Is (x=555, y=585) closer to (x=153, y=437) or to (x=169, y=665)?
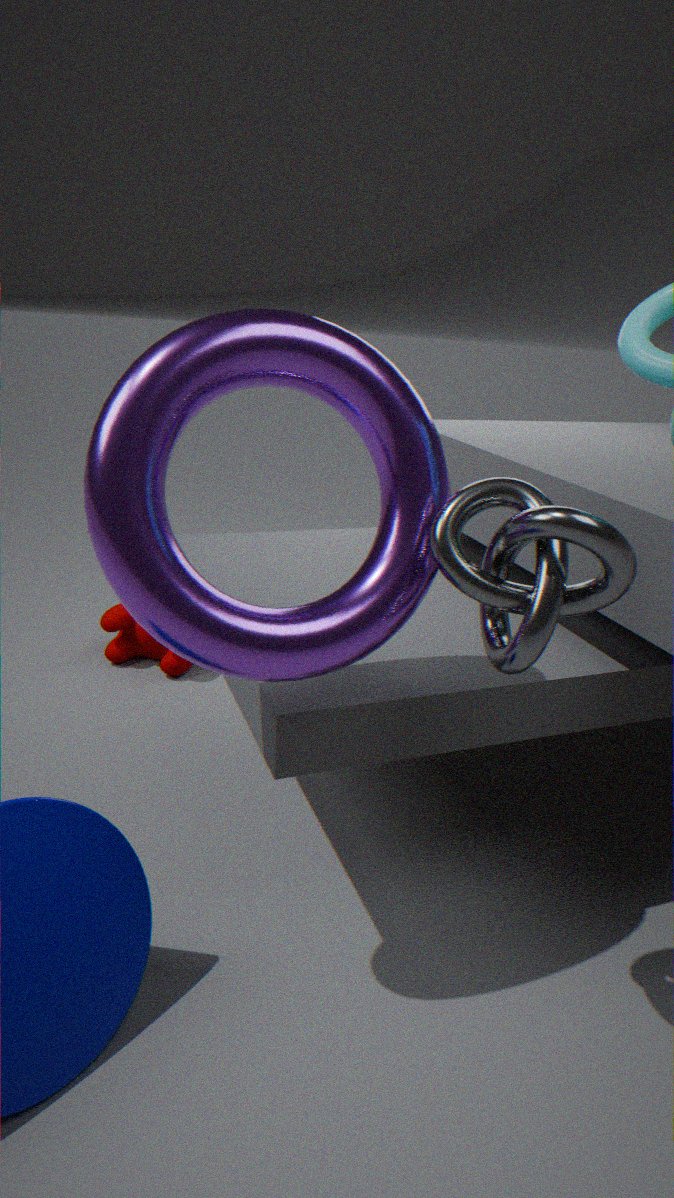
(x=153, y=437)
